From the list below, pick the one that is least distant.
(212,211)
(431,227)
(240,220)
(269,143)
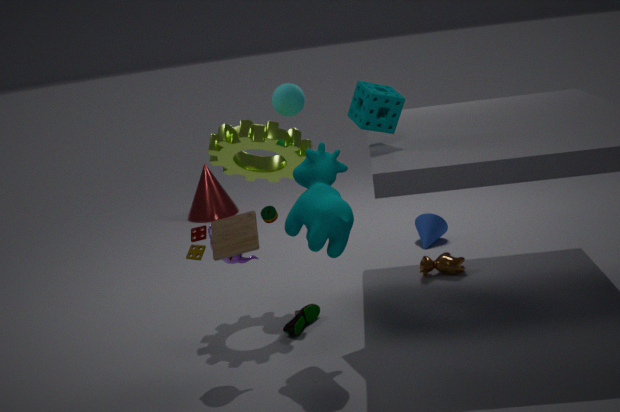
(240,220)
